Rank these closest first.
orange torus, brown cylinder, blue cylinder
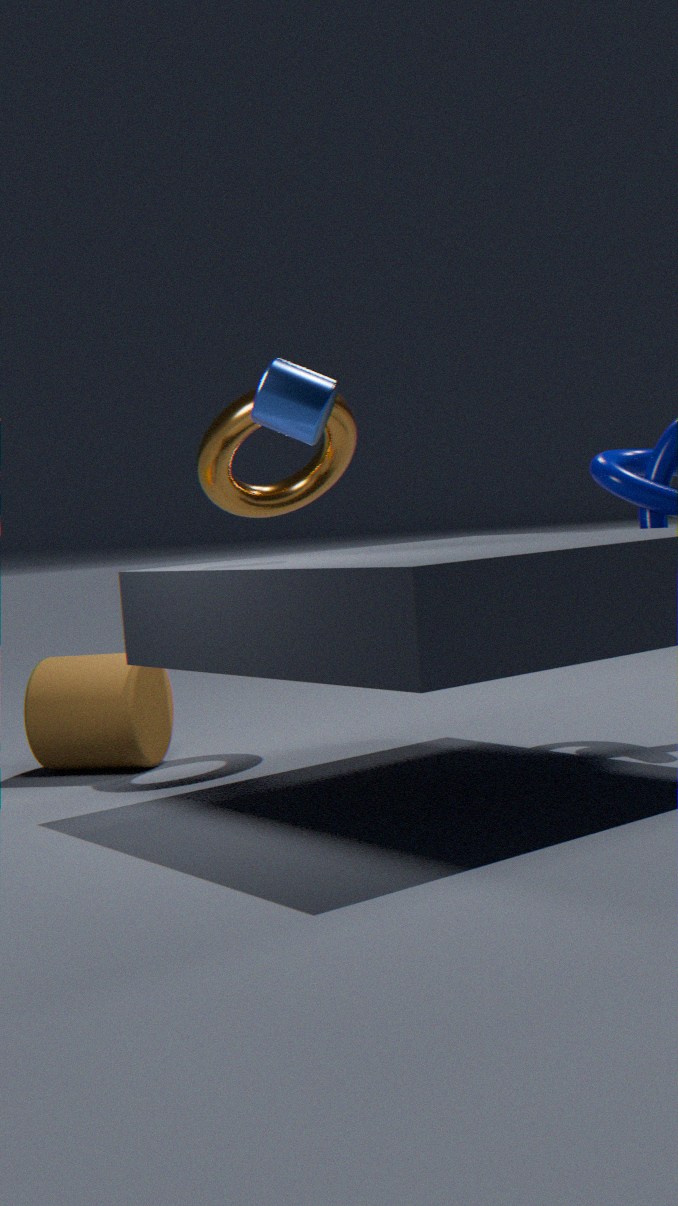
blue cylinder → brown cylinder → orange torus
